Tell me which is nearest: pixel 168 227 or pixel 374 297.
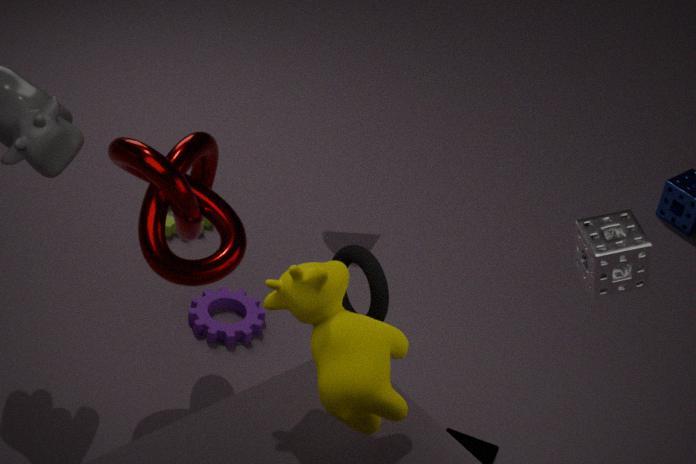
pixel 374 297
